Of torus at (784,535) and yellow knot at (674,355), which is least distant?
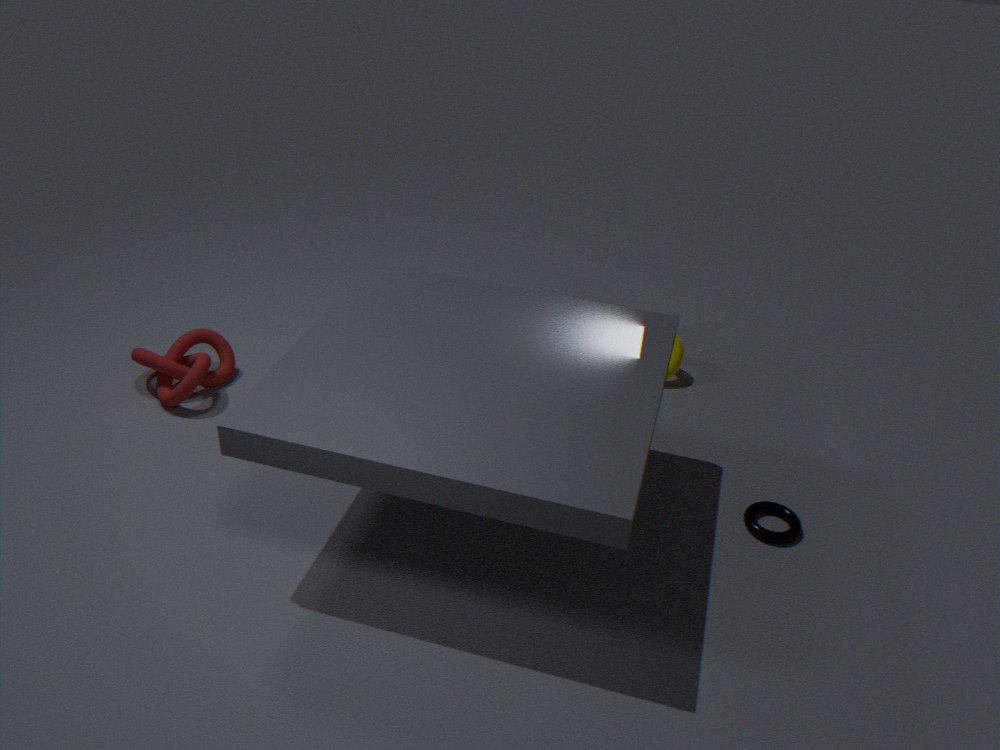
torus at (784,535)
